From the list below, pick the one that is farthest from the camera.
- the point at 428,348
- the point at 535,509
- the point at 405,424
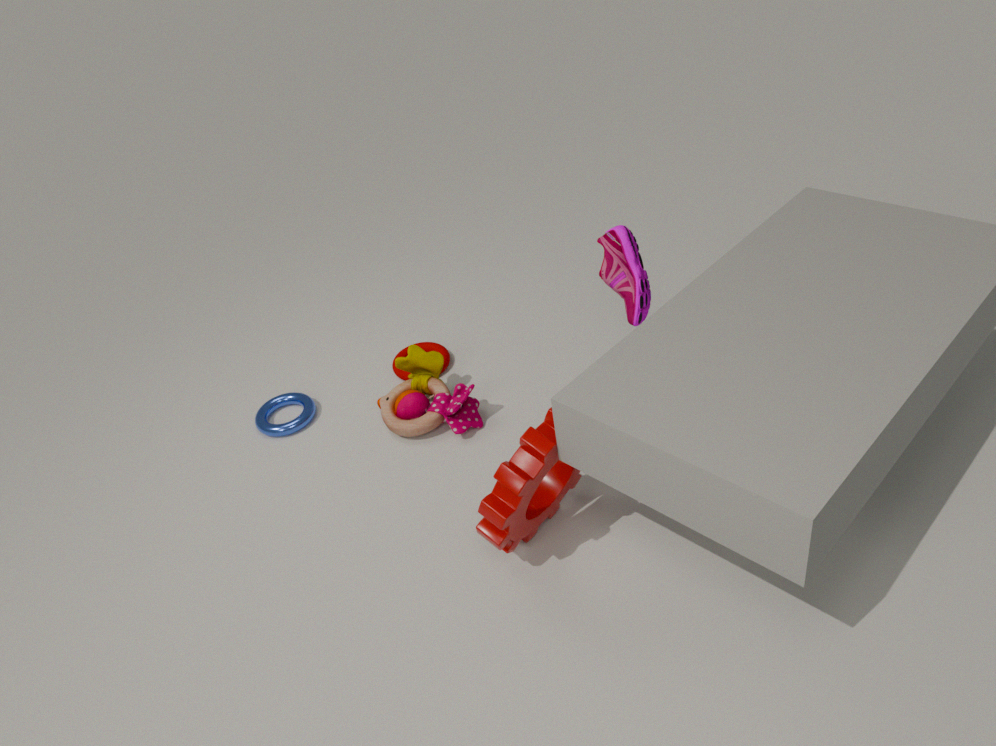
the point at 428,348
